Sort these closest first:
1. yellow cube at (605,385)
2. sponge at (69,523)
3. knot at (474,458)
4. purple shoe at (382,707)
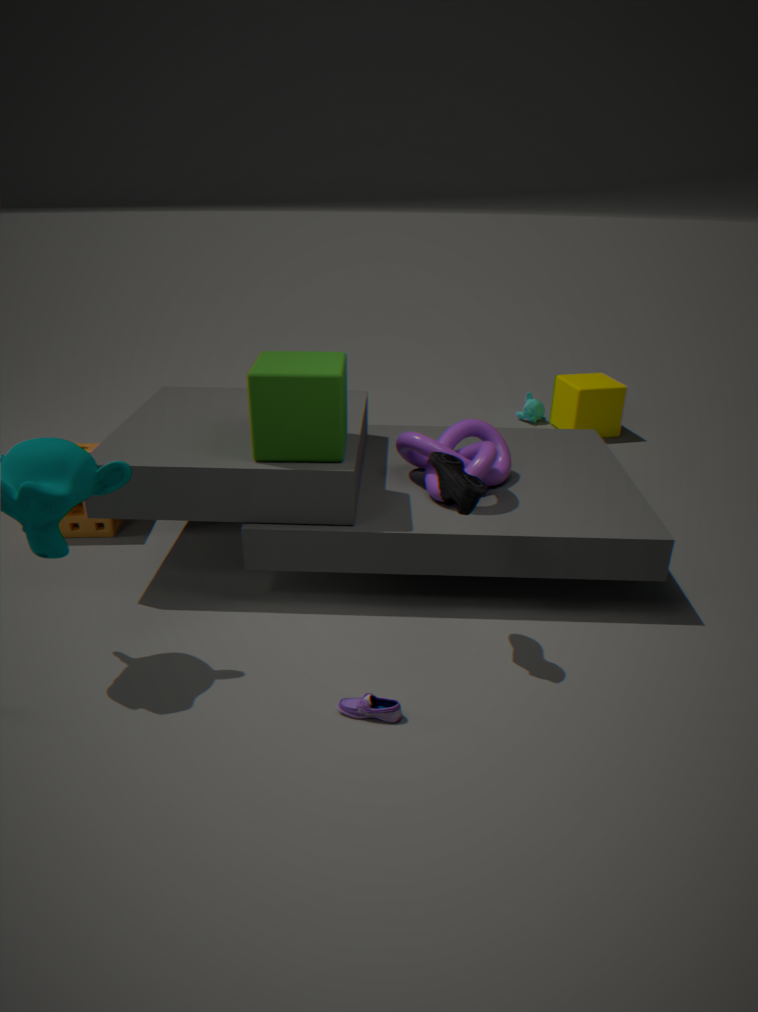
purple shoe at (382,707)
knot at (474,458)
sponge at (69,523)
yellow cube at (605,385)
